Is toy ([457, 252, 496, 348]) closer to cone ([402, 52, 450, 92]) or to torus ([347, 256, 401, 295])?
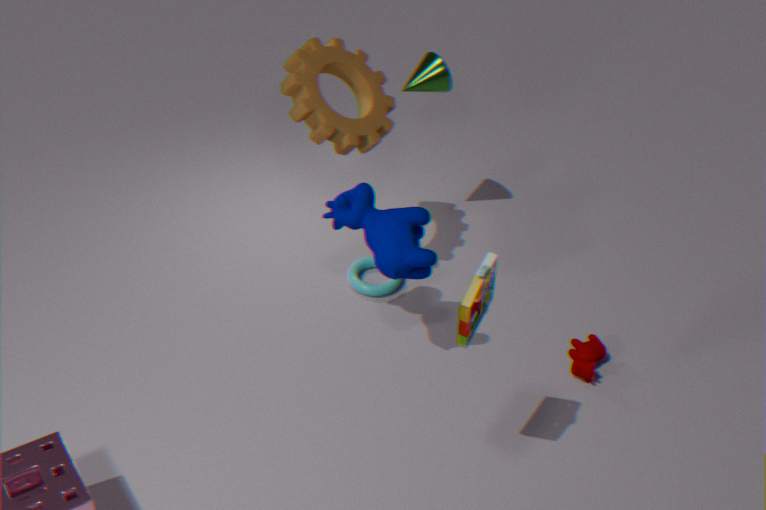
torus ([347, 256, 401, 295])
